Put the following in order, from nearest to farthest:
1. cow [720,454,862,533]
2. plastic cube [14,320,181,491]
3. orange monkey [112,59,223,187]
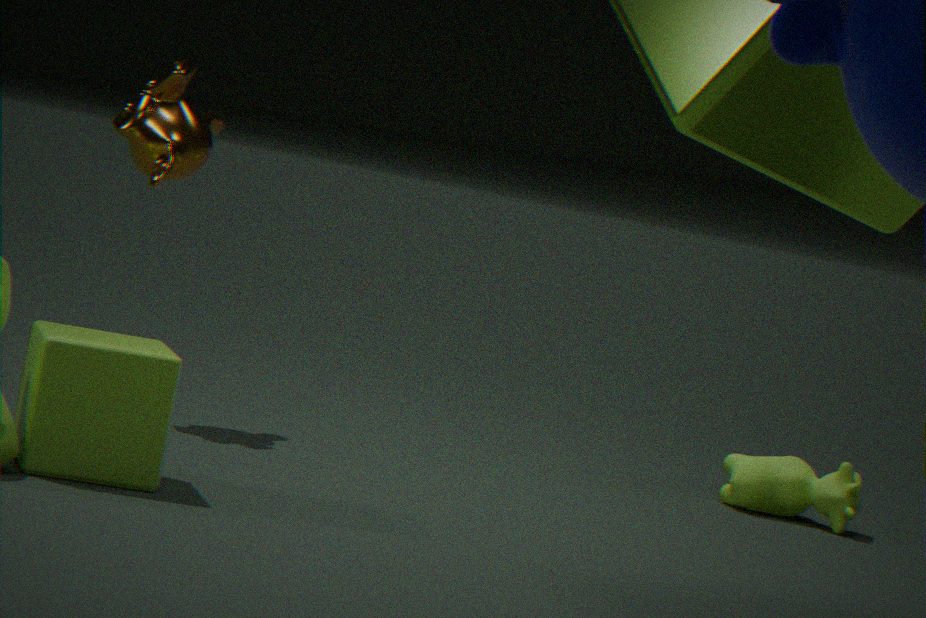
plastic cube [14,320,181,491], orange monkey [112,59,223,187], cow [720,454,862,533]
